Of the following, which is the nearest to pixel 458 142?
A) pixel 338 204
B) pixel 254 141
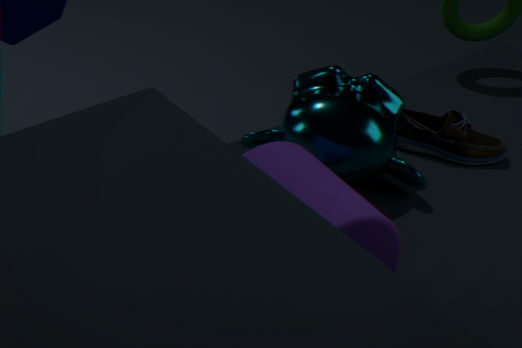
pixel 254 141
